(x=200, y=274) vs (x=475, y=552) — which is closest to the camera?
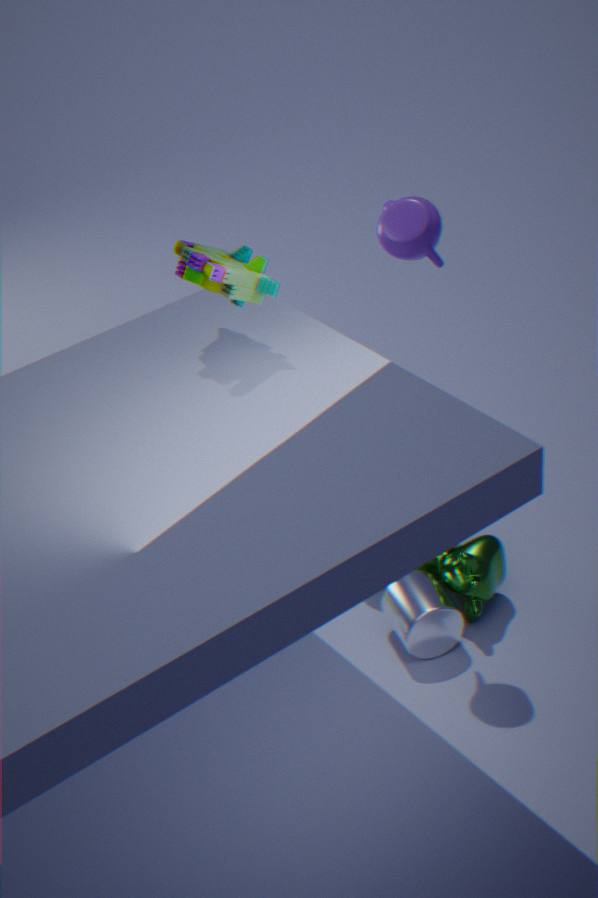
(x=200, y=274)
